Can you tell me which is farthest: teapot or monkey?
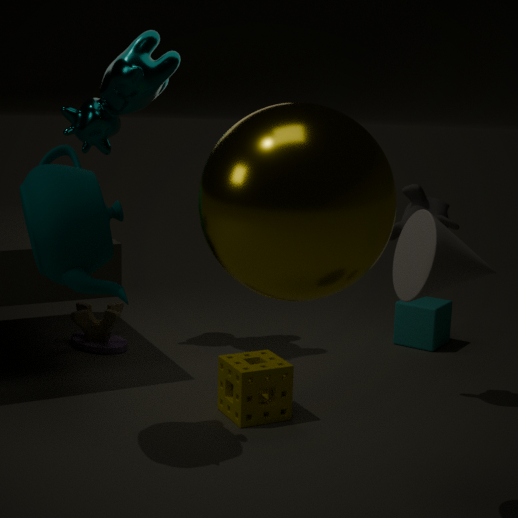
monkey
